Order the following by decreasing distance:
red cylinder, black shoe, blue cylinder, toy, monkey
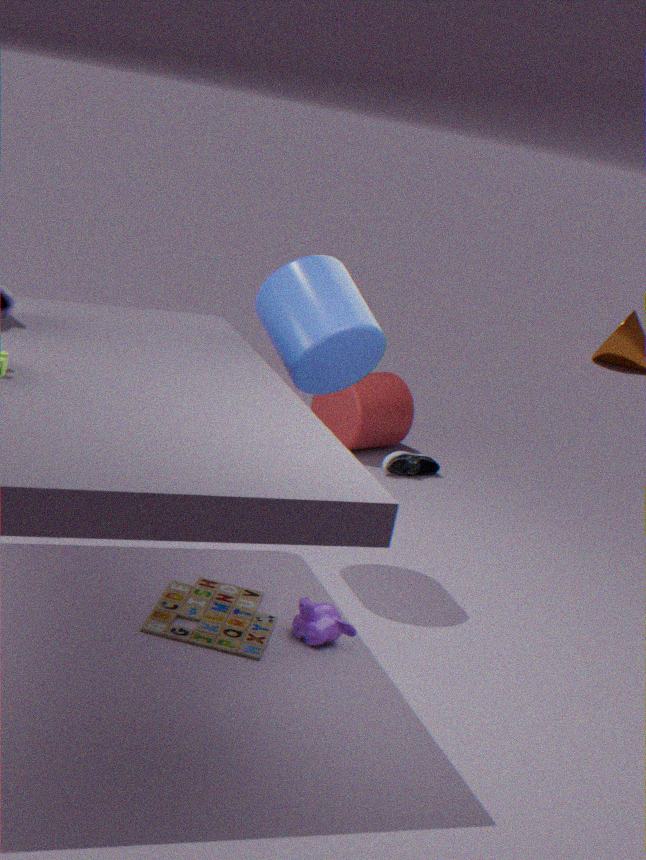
red cylinder → black shoe → blue cylinder → monkey → toy
